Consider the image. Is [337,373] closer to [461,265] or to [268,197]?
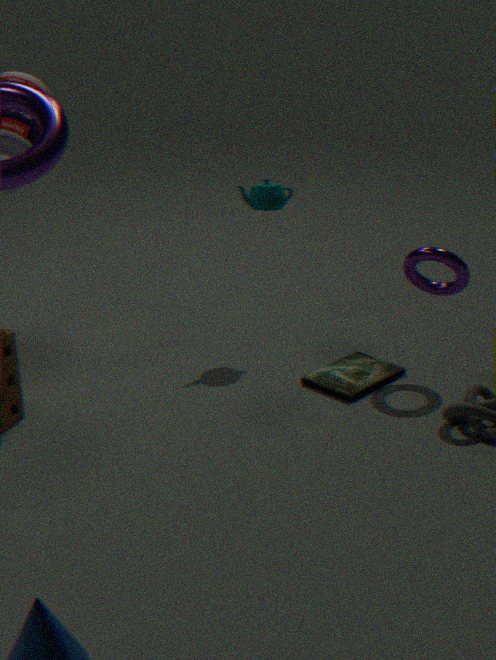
[461,265]
